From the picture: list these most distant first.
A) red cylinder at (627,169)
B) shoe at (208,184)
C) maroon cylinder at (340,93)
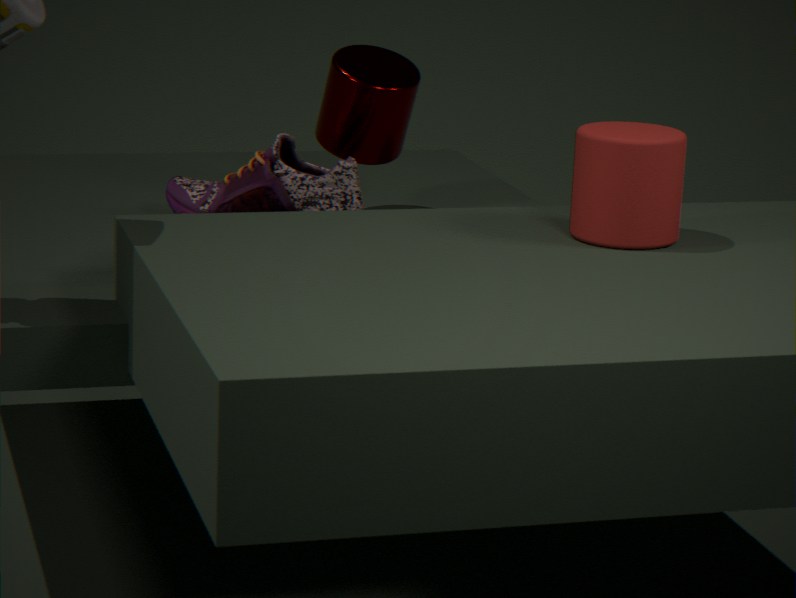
maroon cylinder at (340,93) → shoe at (208,184) → red cylinder at (627,169)
